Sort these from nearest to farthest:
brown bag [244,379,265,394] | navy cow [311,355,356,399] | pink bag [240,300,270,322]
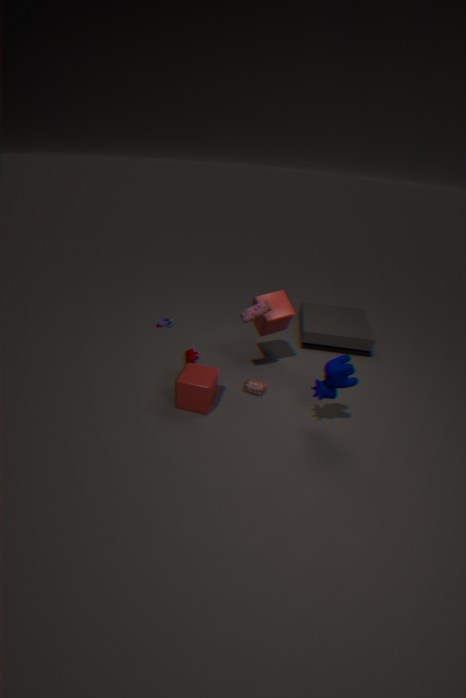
1. navy cow [311,355,356,399]
2. pink bag [240,300,270,322]
3. brown bag [244,379,265,394]
